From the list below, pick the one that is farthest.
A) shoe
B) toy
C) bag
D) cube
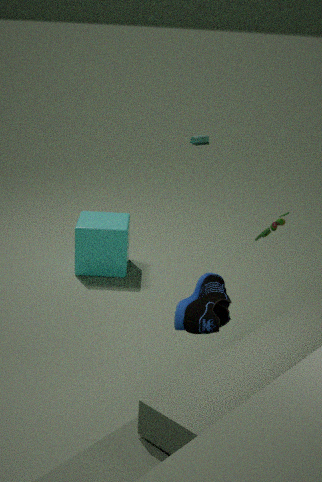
bag
